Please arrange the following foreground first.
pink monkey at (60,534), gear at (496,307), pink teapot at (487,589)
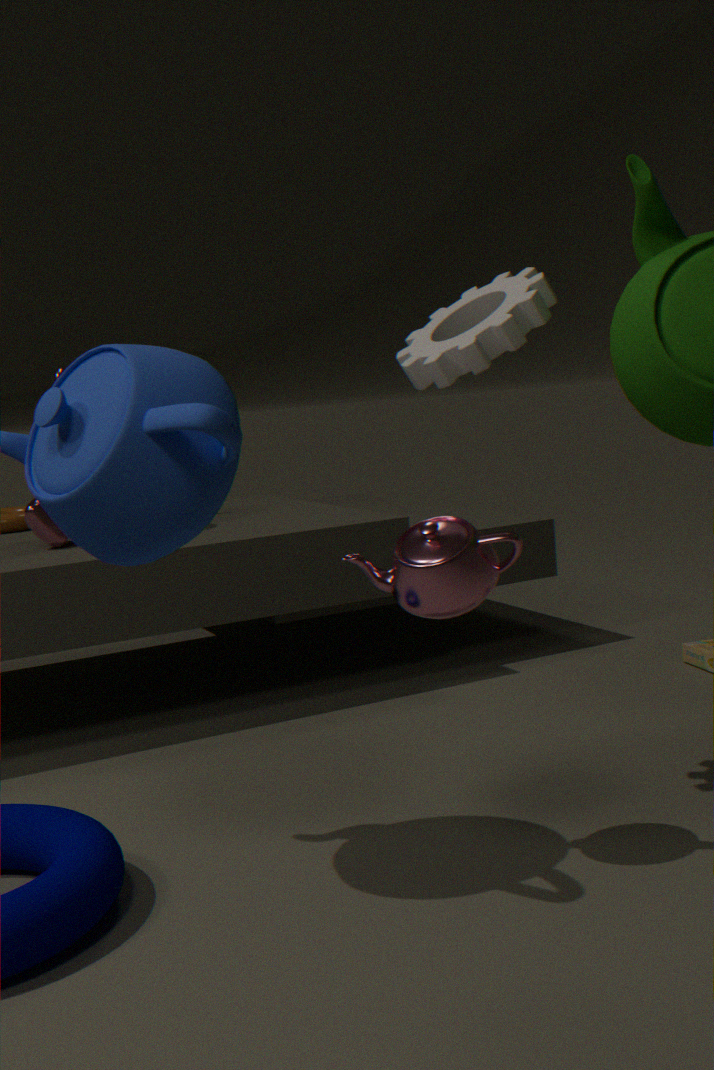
pink teapot at (487,589), gear at (496,307), pink monkey at (60,534)
